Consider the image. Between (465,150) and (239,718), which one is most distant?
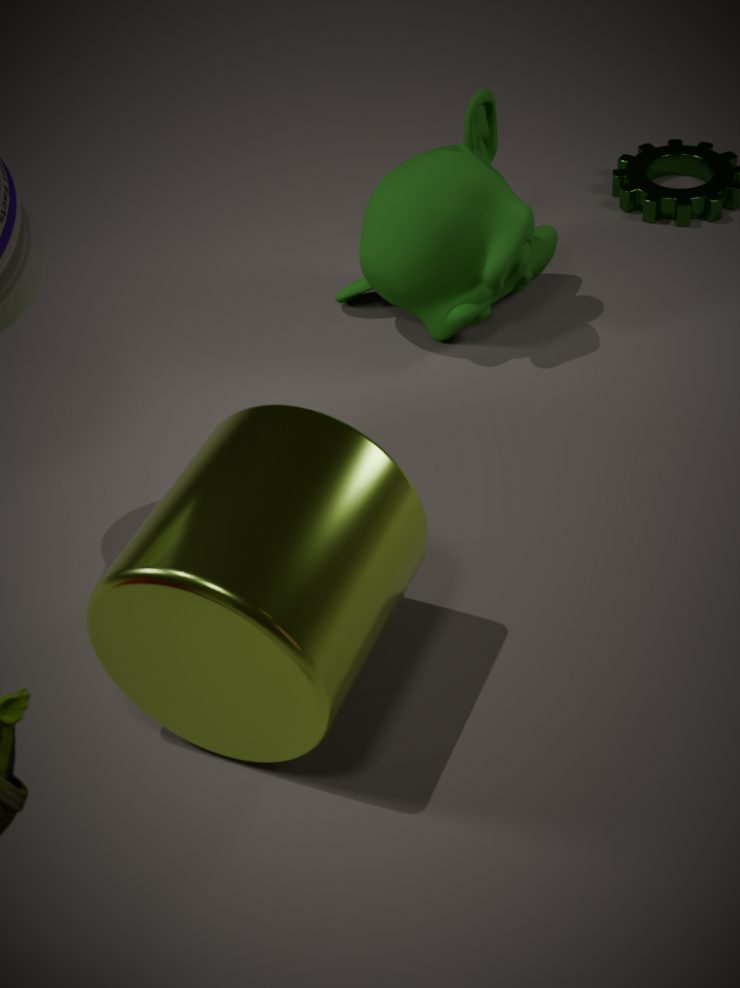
(465,150)
